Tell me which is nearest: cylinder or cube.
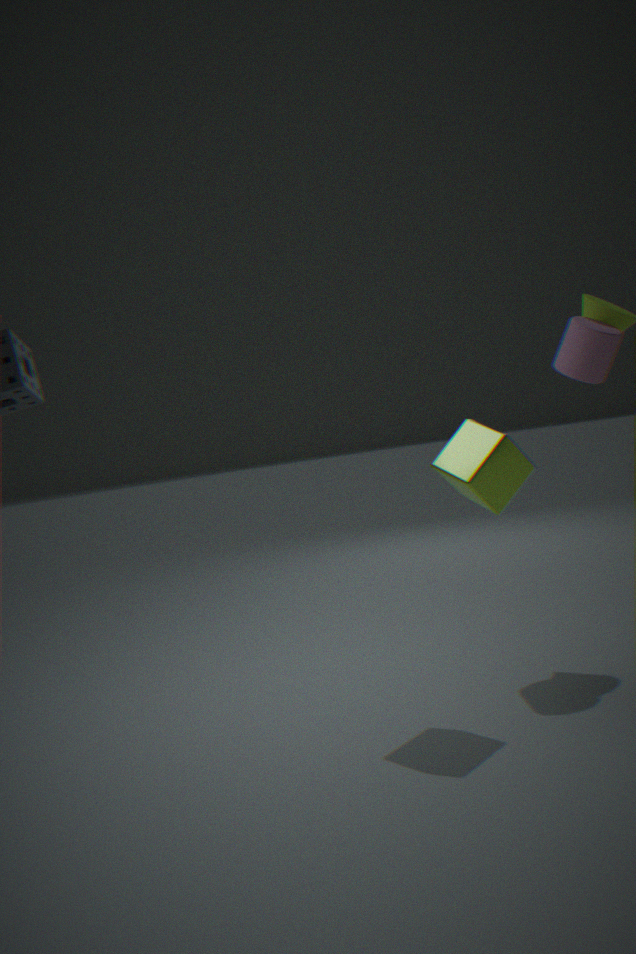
cube
